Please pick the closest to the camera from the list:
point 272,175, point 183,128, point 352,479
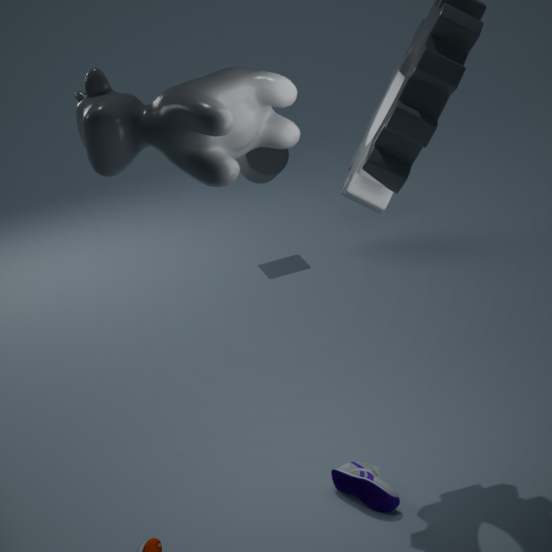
point 183,128
